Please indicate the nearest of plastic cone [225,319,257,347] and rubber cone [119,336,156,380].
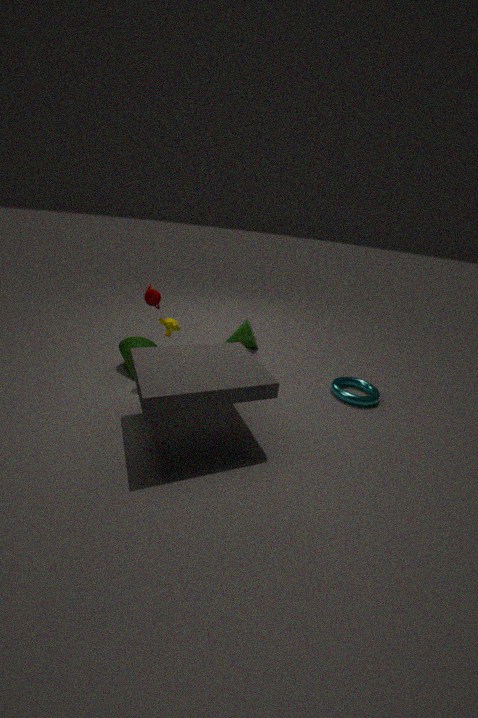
Result: rubber cone [119,336,156,380]
